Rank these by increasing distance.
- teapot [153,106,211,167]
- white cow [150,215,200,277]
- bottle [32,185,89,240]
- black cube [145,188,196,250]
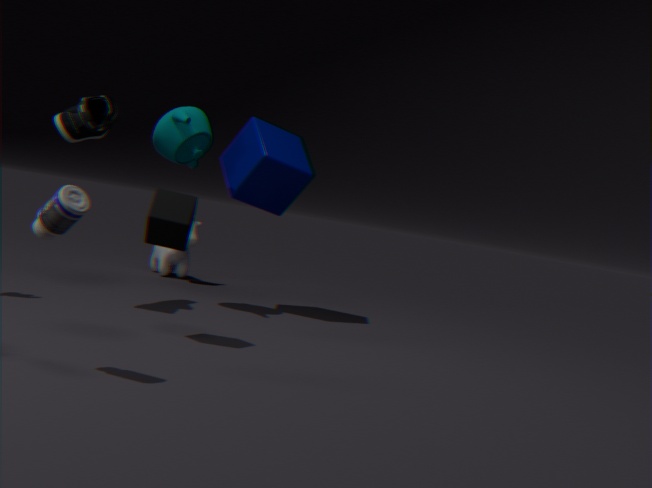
bottle [32,185,89,240]
black cube [145,188,196,250]
teapot [153,106,211,167]
white cow [150,215,200,277]
